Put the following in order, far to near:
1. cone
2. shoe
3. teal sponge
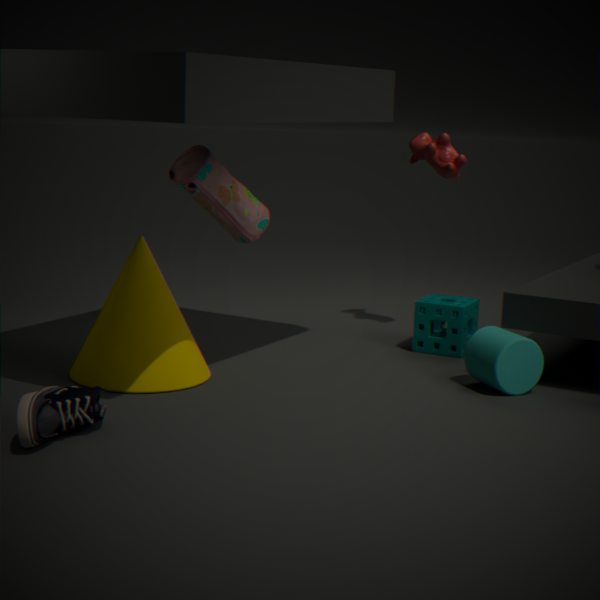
teal sponge, cone, shoe
